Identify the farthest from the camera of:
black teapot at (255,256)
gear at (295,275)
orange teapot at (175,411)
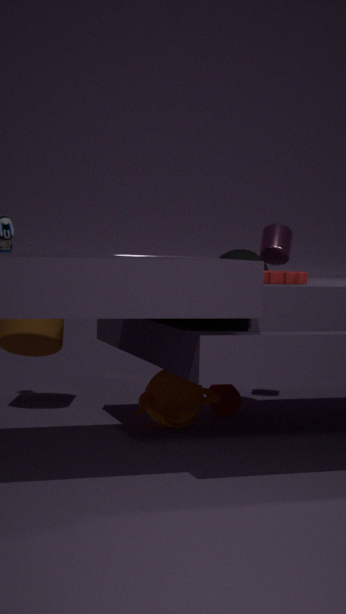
black teapot at (255,256)
